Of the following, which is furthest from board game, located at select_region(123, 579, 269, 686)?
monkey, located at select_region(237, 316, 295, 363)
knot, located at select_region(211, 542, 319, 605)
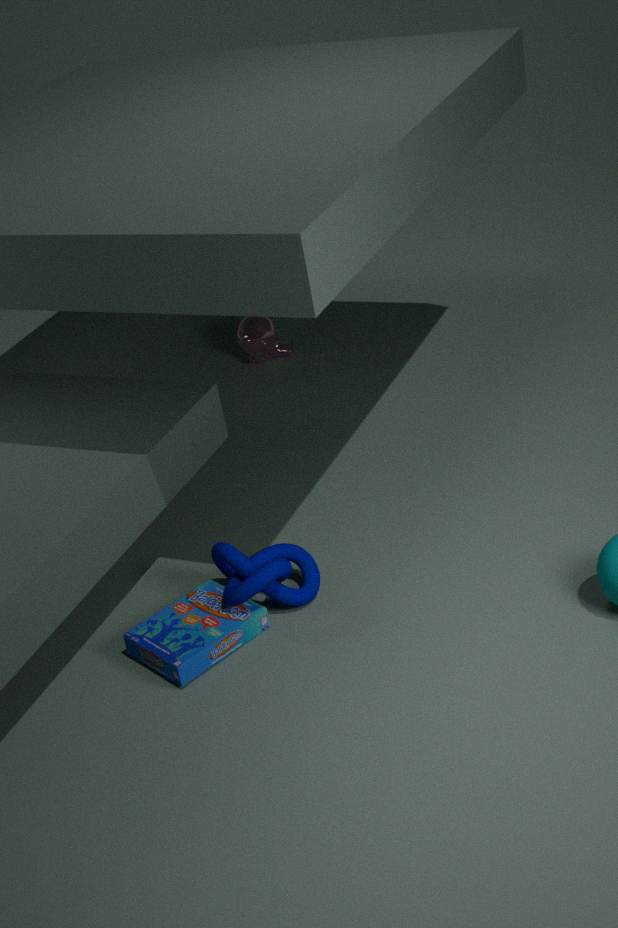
monkey, located at select_region(237, 316, 295, 363)
